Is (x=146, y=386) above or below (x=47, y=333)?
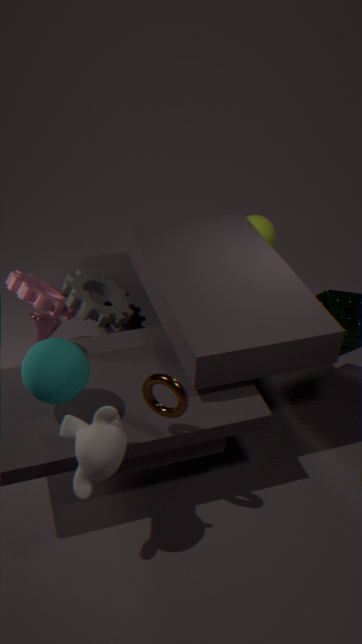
above
